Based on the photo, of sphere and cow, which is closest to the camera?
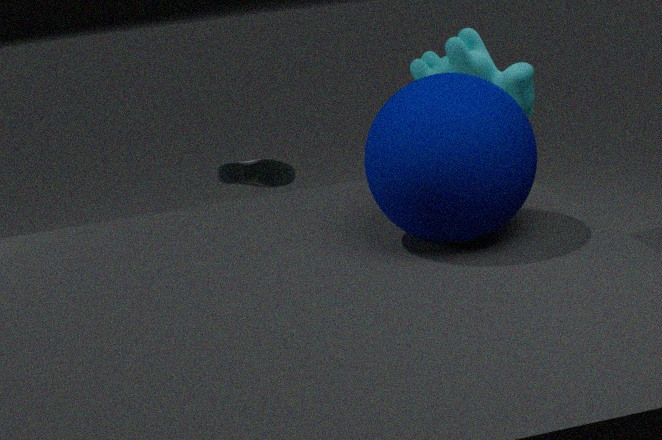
sphere
